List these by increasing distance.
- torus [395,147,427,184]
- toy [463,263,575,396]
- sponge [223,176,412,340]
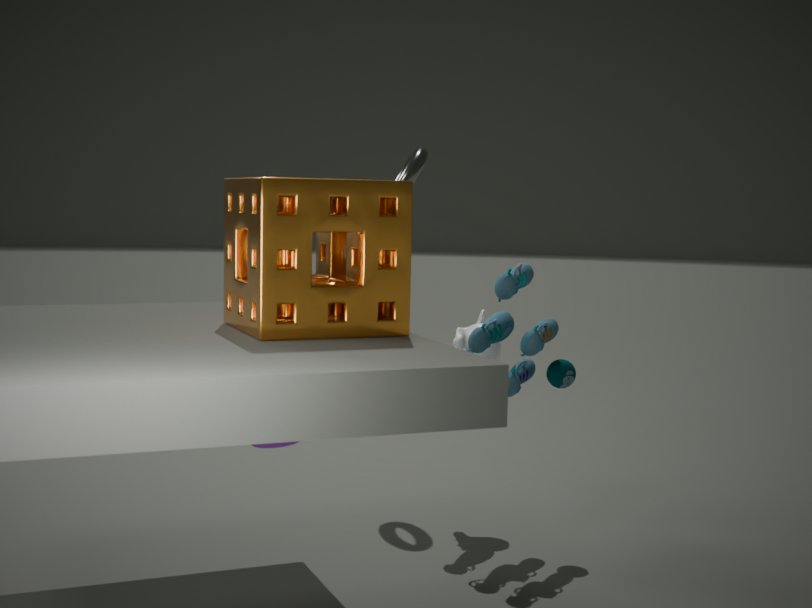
sponge [223,176,412,340] < toy [463,263,575,396] < torus [395,147,427,184]
